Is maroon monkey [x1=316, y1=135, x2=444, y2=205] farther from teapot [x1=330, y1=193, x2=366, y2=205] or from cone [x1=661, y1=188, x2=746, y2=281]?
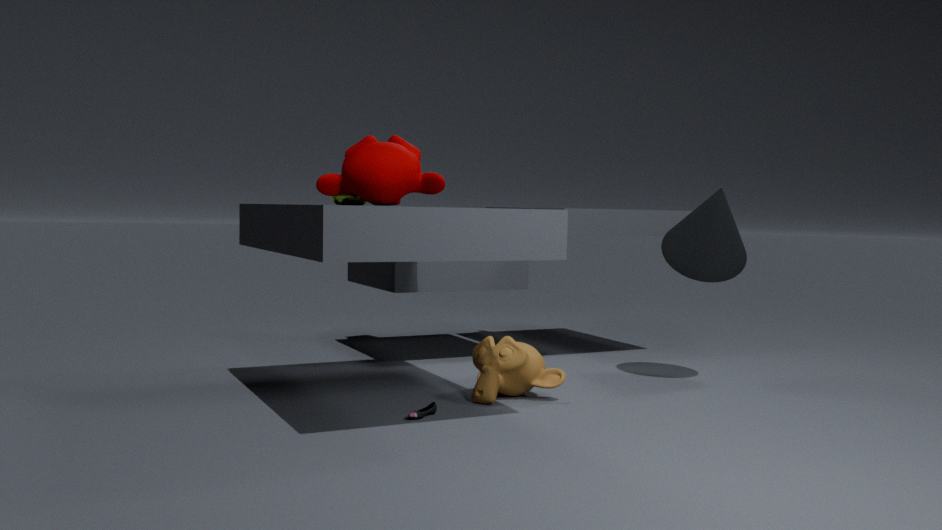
cone [x1=661, y1=188, x2=746, y2=281]
